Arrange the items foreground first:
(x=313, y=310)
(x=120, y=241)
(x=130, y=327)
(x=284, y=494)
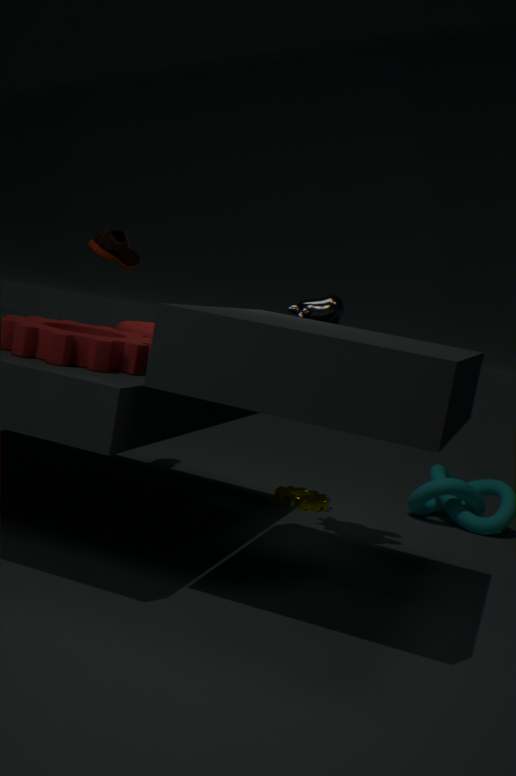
(x=130, y=327) → (x=313, y=310) → (x=120, y=241) → (x=284, y=494)
